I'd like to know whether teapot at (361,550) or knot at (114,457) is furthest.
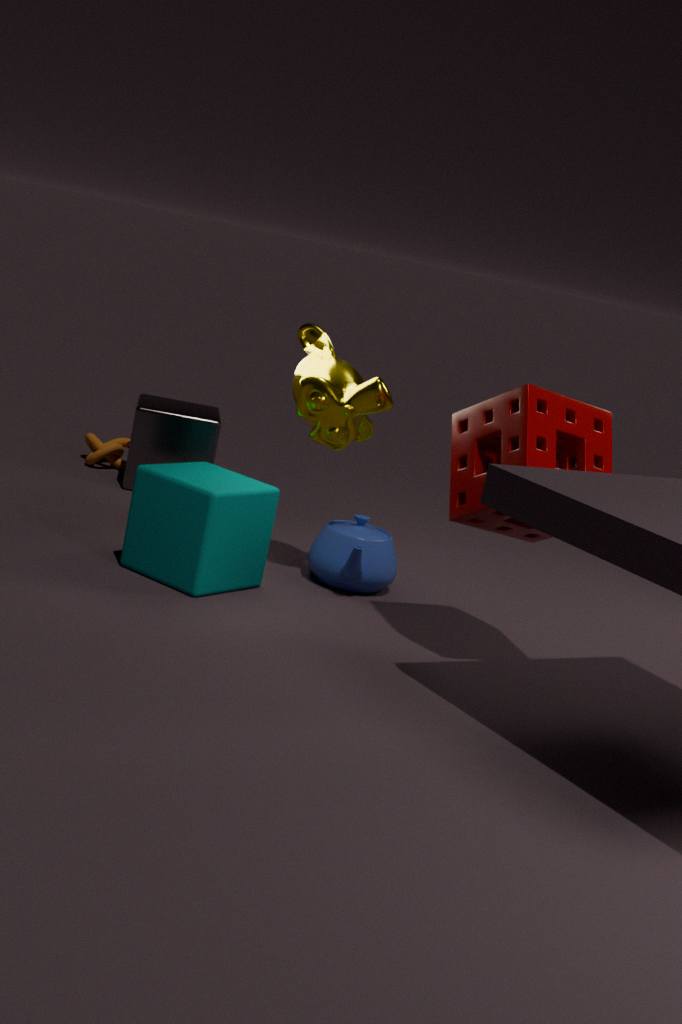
knot at (114,457)
